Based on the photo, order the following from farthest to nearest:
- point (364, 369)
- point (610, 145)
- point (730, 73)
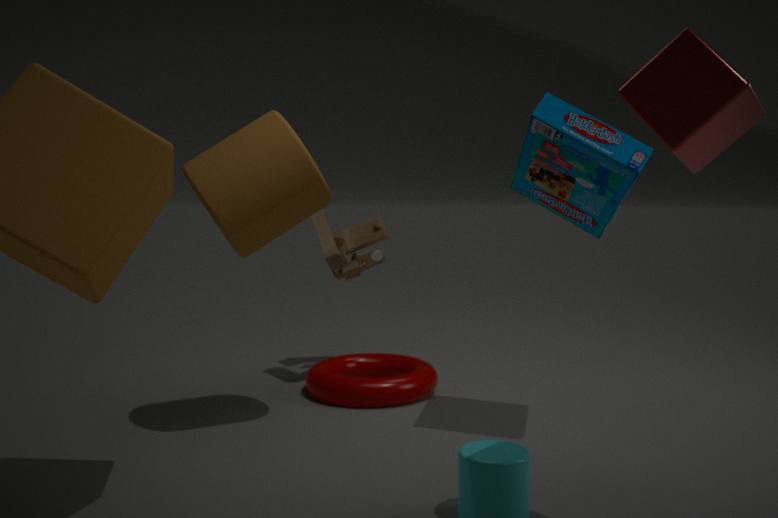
point (364, 369) → point (610, 145) → point (730, 73)
